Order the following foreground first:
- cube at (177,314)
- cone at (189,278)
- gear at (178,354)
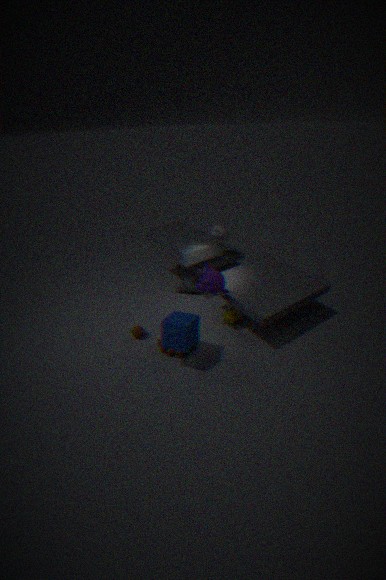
cube at (177,314), gear at (178,354), cone at (189,278)
